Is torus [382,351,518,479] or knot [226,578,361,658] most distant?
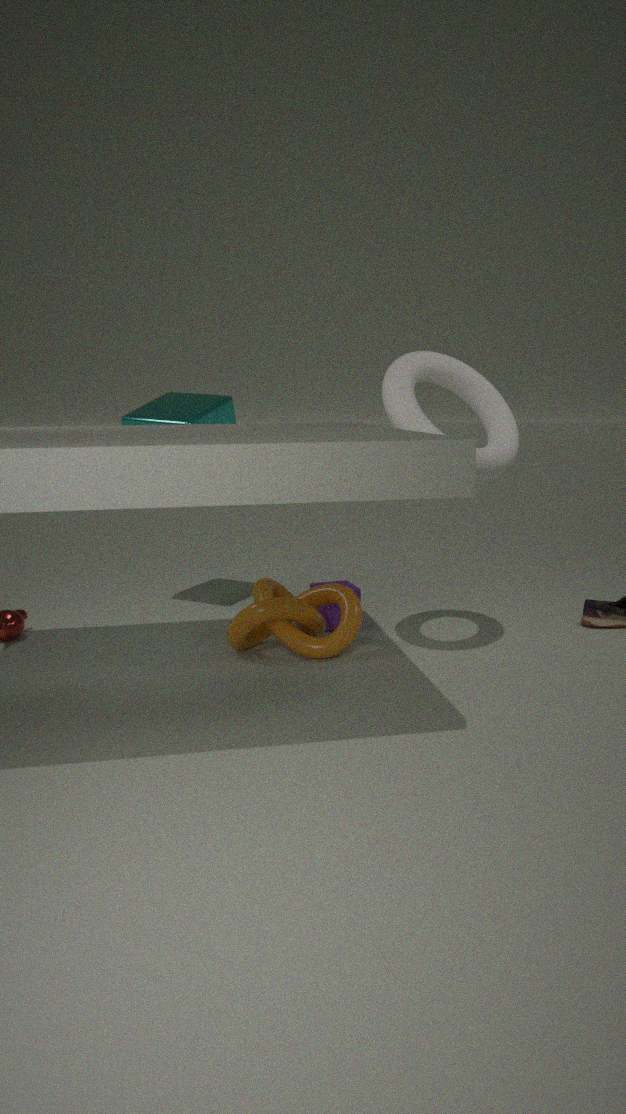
knot [226,578,361,658]
